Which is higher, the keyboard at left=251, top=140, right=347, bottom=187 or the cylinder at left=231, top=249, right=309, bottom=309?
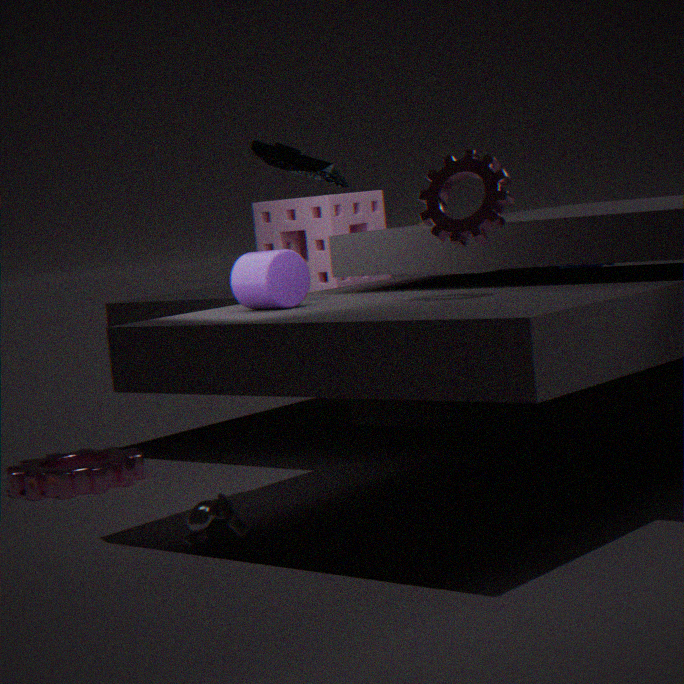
the keyboard at left=251, top=140, right=347, bottom=187
